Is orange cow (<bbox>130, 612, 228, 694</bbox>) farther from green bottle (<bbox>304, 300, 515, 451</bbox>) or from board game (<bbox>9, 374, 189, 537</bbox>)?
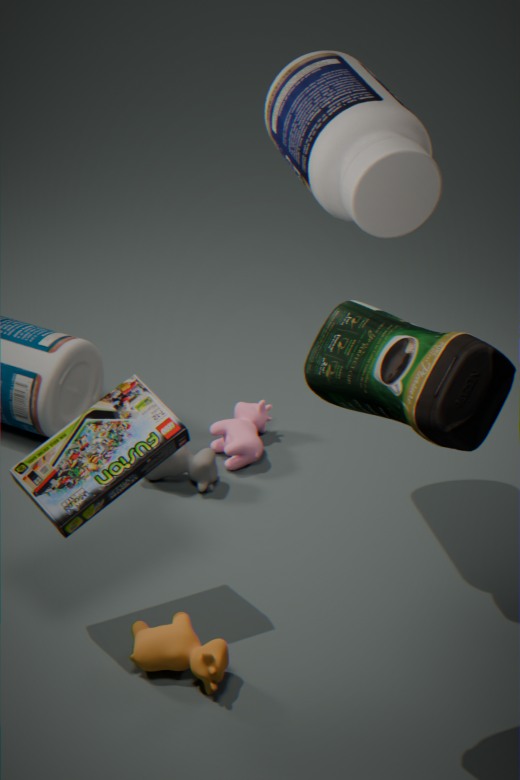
green bottle (<bbox>304, 300, 515, 451</bbox>)
